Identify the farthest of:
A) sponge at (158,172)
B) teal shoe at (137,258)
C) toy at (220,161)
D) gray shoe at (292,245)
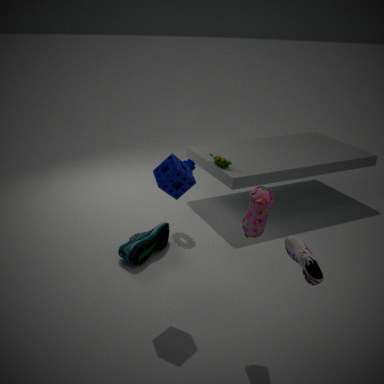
C. toy at (220,161)
